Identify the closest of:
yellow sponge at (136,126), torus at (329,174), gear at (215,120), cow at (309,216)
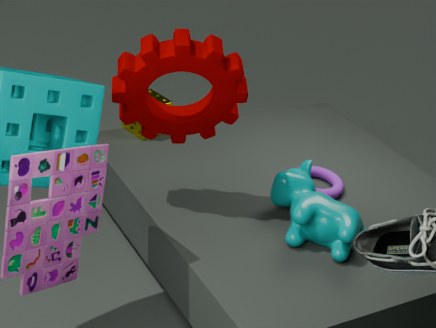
gear at (215,120)
